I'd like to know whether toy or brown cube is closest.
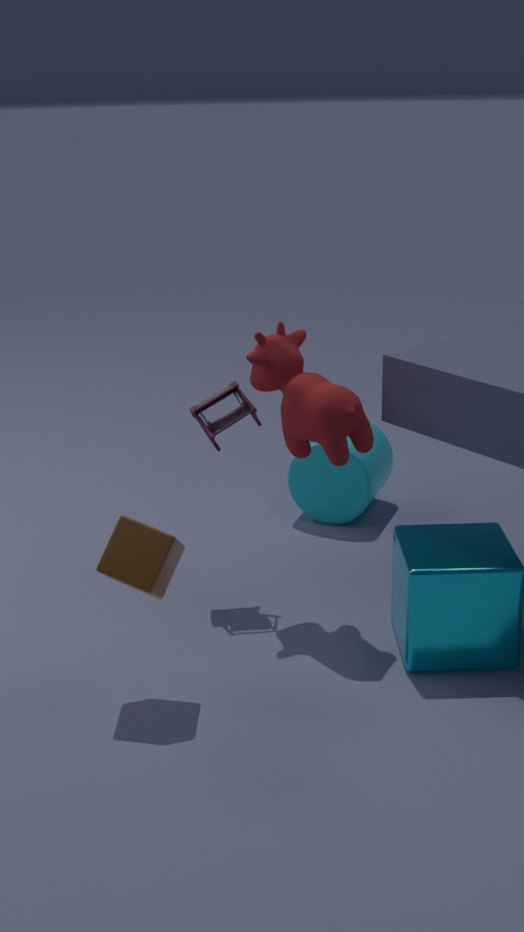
brown cube
